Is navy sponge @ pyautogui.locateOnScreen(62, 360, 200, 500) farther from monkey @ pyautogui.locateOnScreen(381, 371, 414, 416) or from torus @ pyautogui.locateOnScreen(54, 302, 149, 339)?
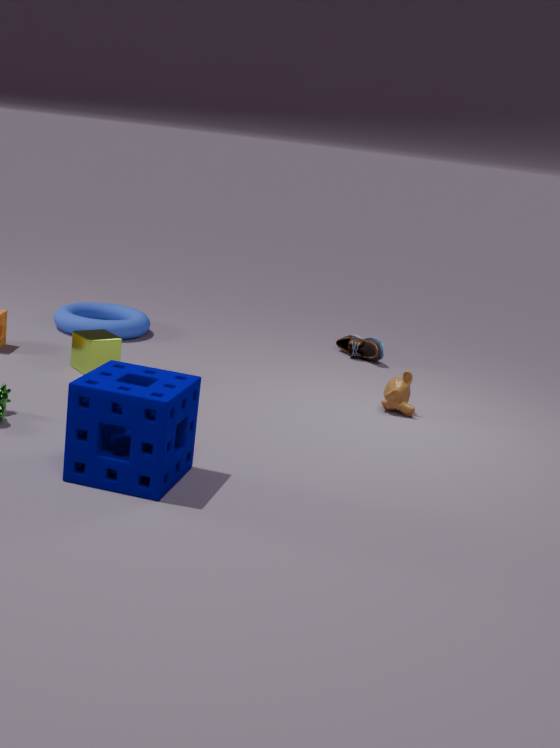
torus @ pyautogui.locateOnScreen(54, 302, 149, 339)
